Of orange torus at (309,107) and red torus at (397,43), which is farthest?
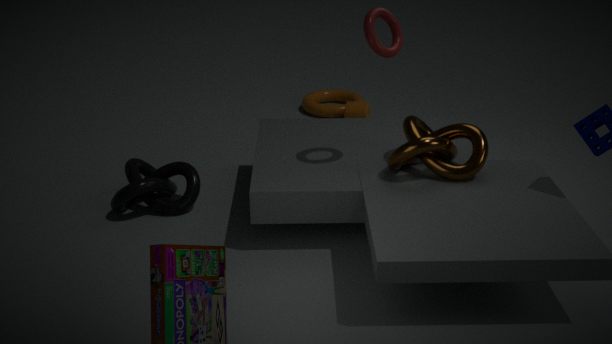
orange torus at (309,107)
